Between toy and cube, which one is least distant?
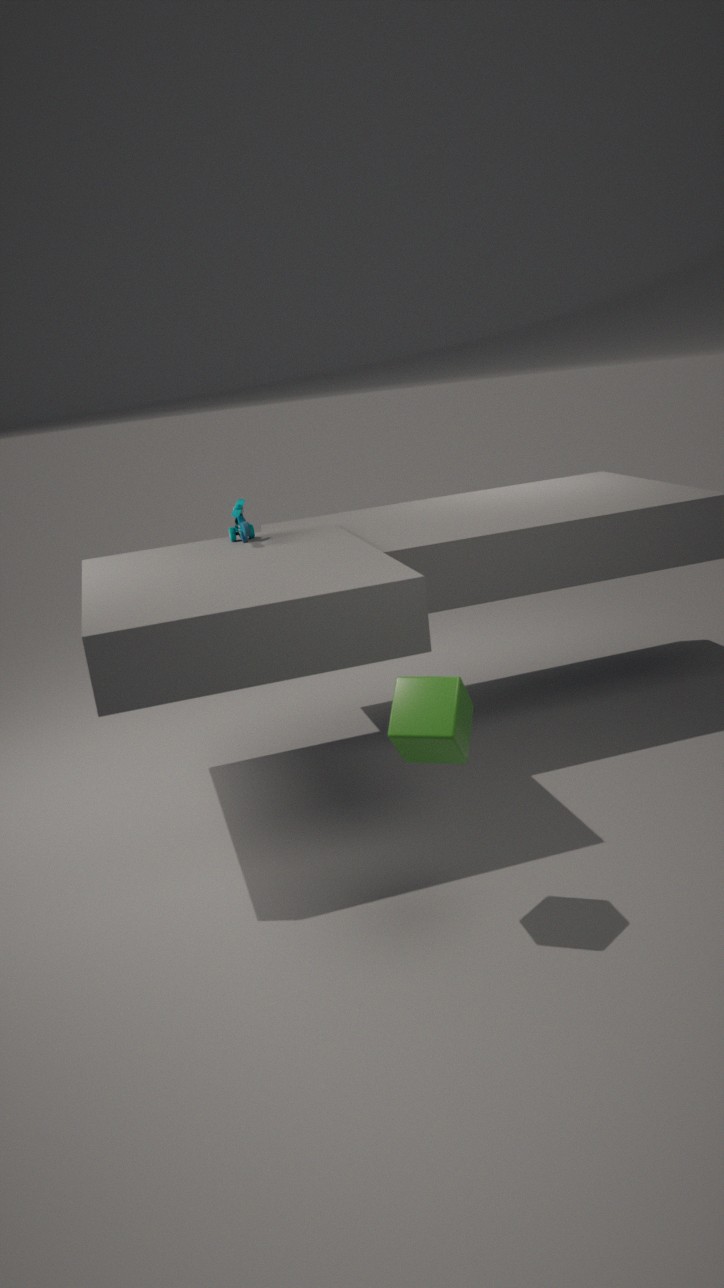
cube
